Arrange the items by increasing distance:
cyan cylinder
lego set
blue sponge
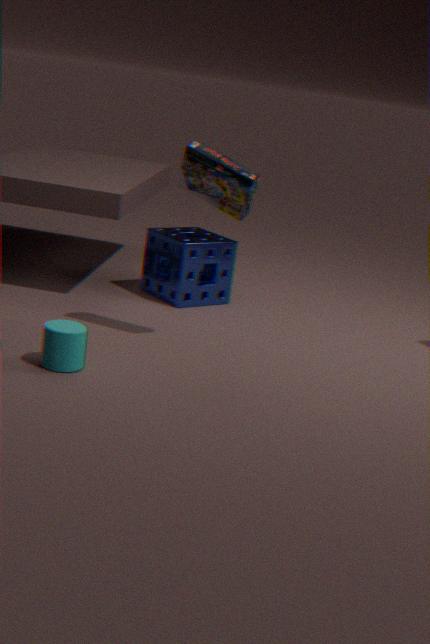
cyan cylinder
lego set
blue sponge
